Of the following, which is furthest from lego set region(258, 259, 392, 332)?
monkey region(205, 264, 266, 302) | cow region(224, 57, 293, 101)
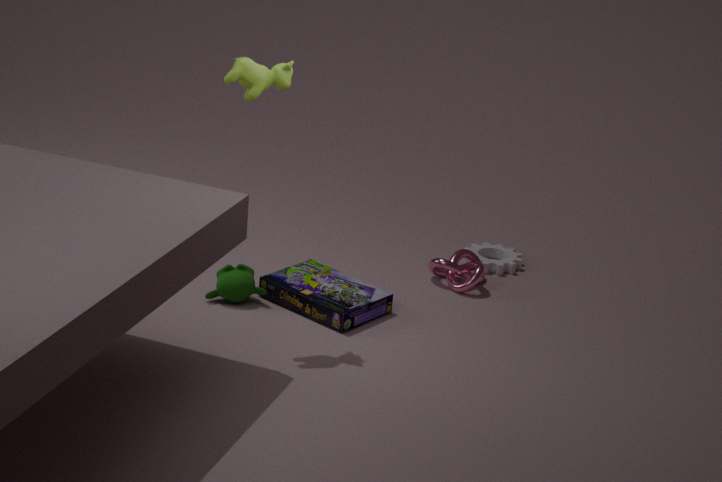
cow region(224, 57, 293, 101)
